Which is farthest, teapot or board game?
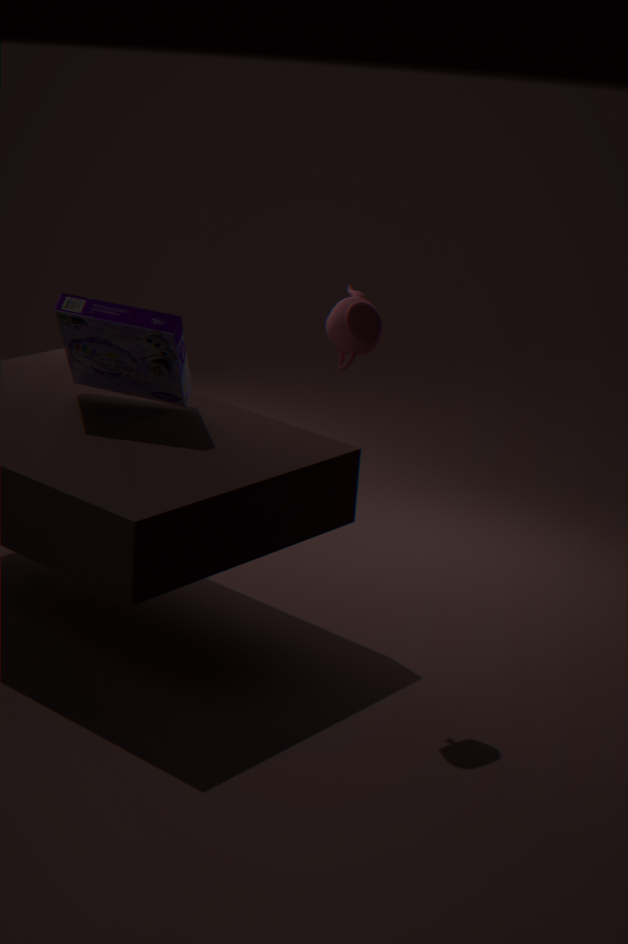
board game
